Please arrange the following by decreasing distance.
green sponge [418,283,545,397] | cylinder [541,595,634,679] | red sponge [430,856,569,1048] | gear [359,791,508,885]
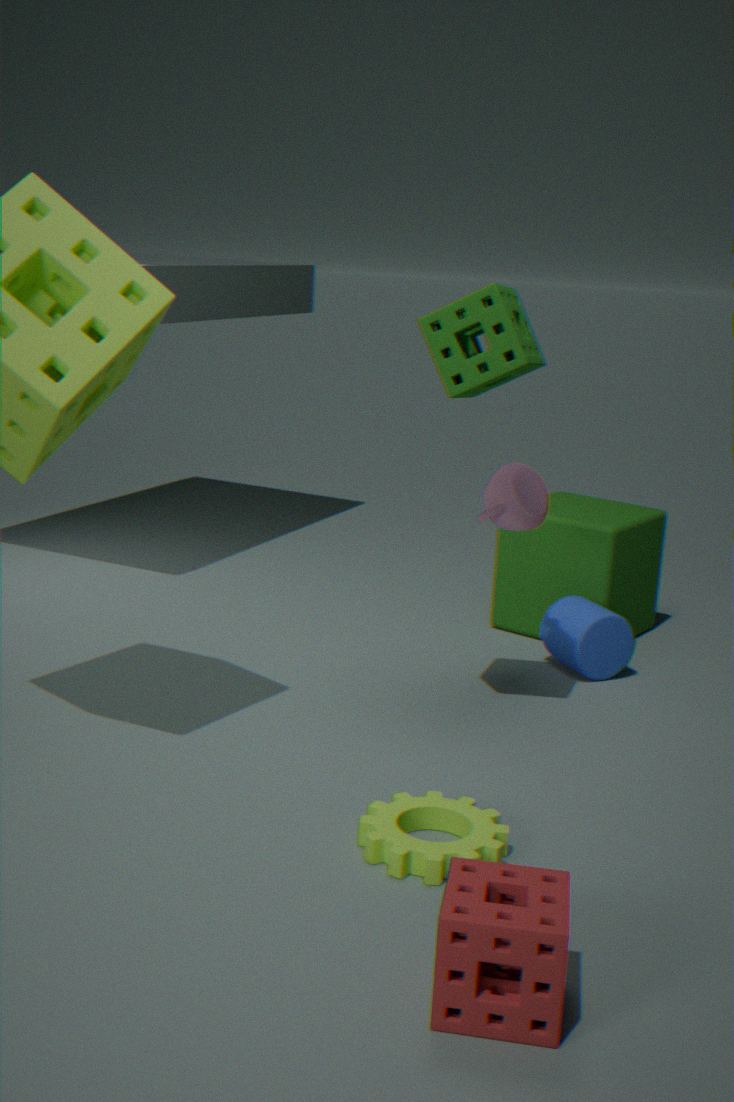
cylinder [541,595,634,679]
green sponge [418,283,545,397]
gear [359,791,508,885]
red sponge [430,856,569,1048]
